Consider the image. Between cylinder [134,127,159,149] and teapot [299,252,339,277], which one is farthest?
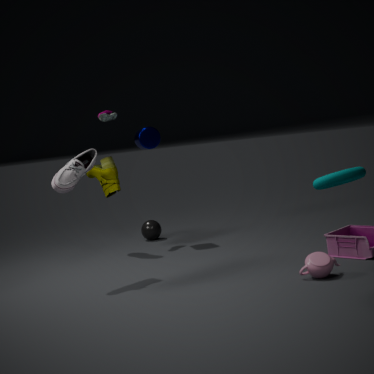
cylinder [134,127,159,149]
